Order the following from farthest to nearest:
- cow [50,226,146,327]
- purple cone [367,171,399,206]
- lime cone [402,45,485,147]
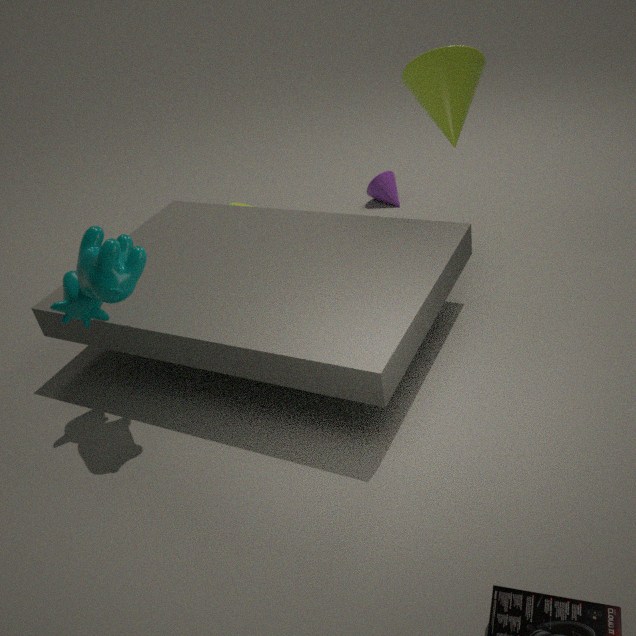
purple cone [367,171,399,206]
lime cone [402,45,485,147]
cow [50,226,146,327]
